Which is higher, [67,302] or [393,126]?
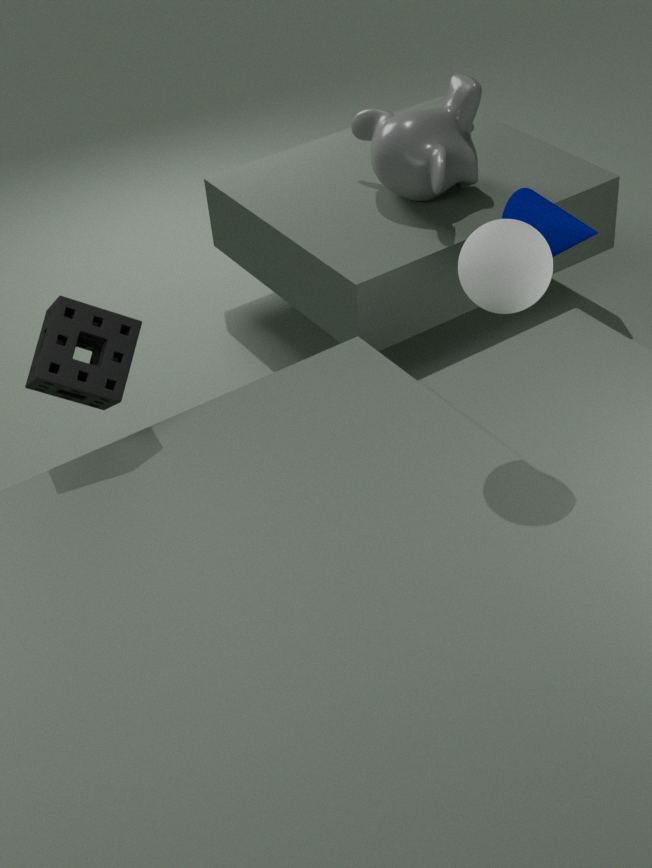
[67,302]
